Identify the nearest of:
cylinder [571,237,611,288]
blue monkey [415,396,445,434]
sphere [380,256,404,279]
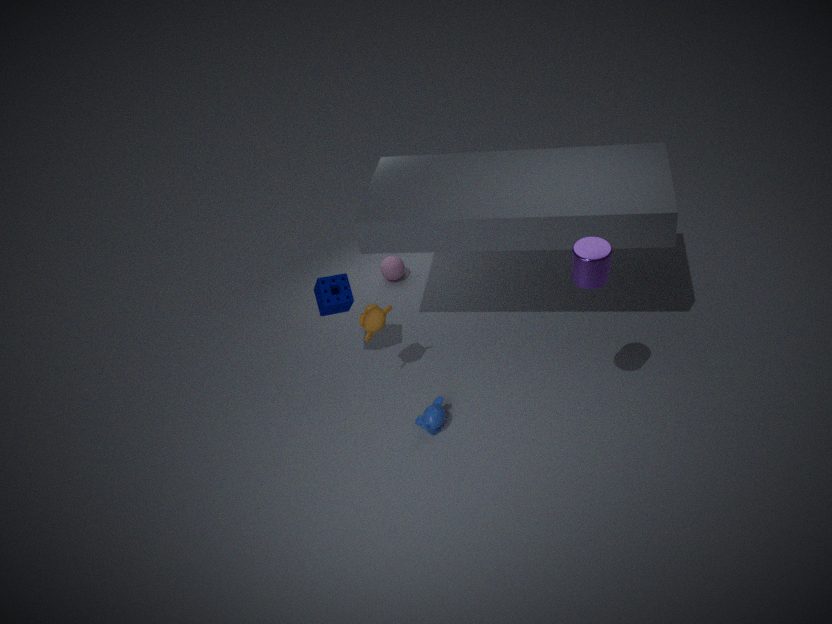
cylinder [571,237,611,288]
